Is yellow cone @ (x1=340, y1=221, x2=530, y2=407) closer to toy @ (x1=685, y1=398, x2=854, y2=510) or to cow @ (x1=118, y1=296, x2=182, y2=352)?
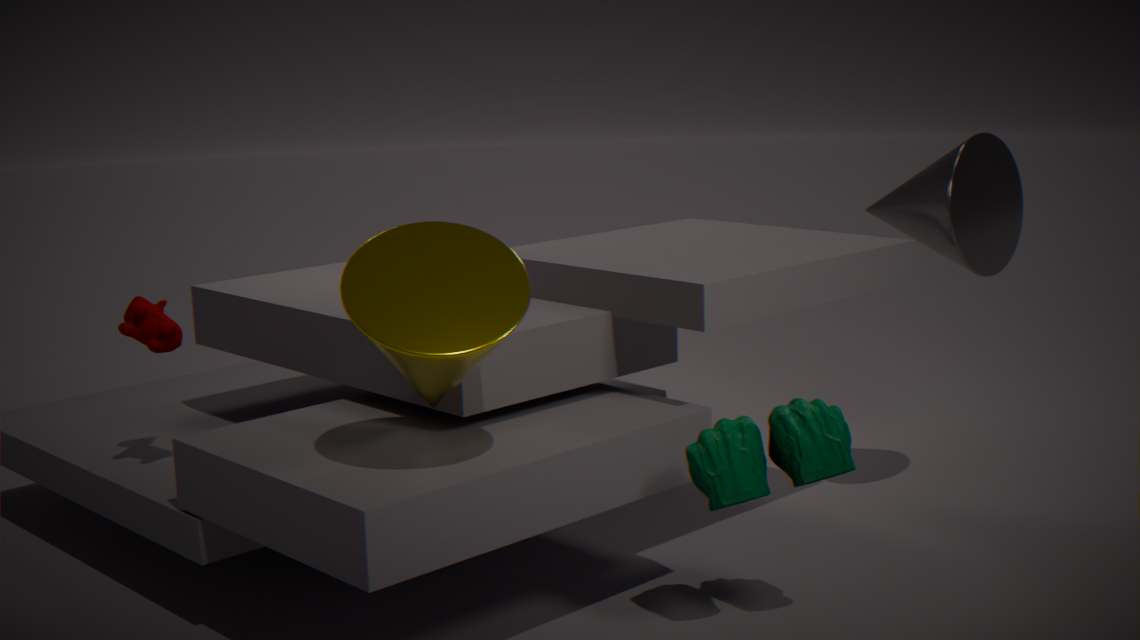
toy @ (x1=685, y1=398, x2=854, y2=510)
